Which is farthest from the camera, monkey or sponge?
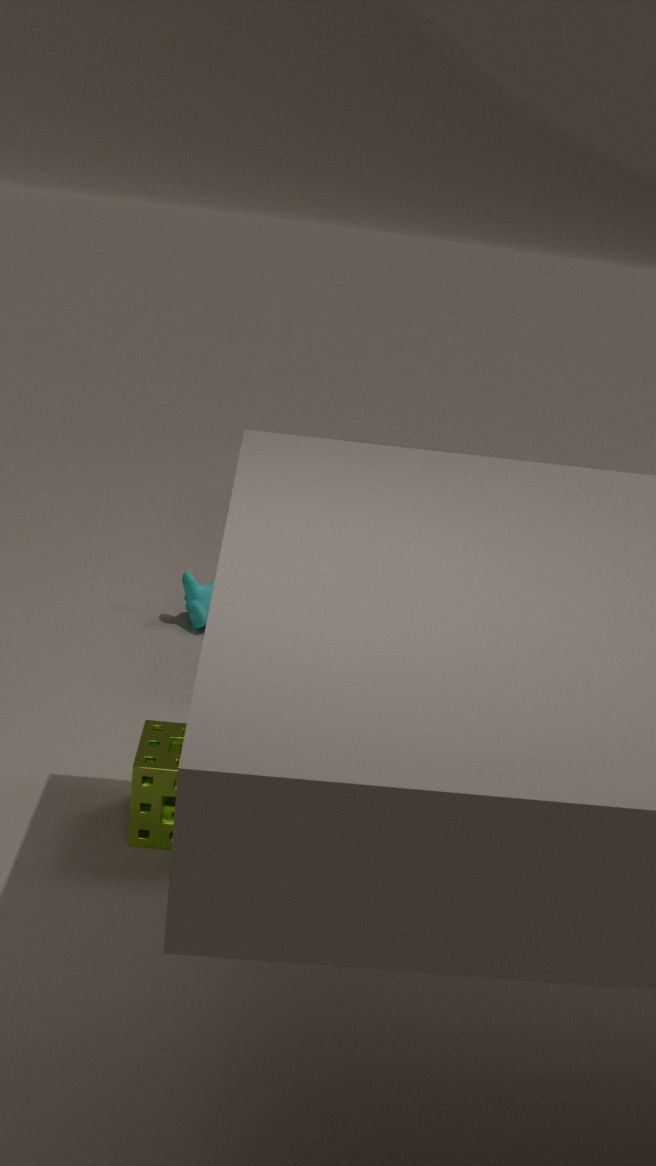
monkey
